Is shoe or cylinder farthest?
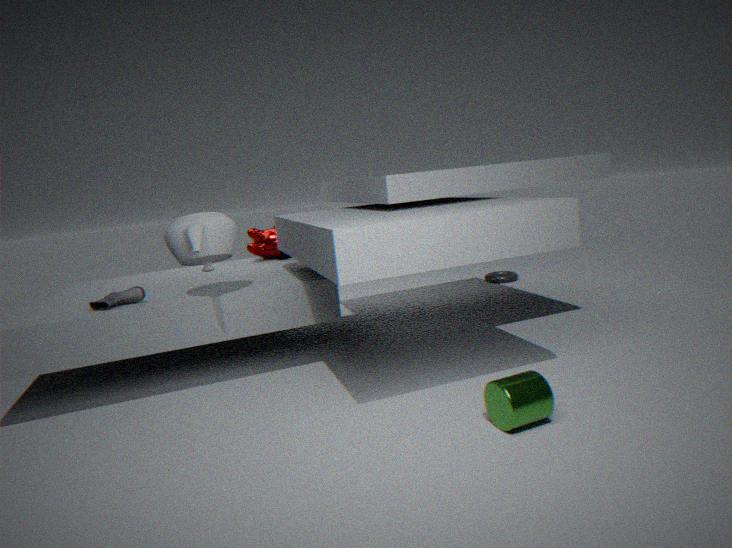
shoe
